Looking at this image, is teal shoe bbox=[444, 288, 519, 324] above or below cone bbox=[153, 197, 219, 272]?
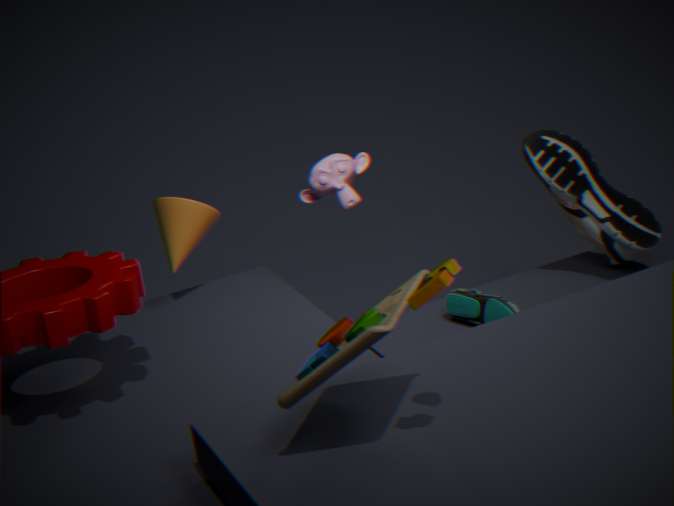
below
